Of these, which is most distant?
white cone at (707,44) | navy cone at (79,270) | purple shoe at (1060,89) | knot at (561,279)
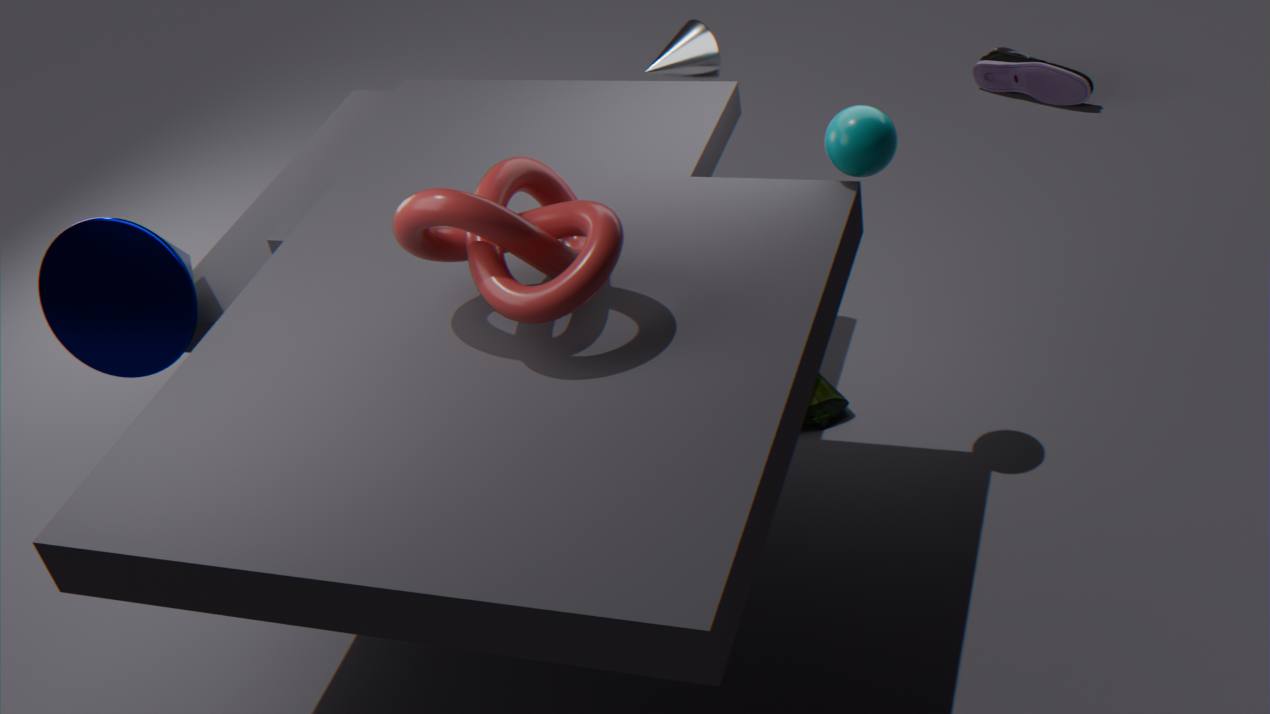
purple shoe at (1060,89)
